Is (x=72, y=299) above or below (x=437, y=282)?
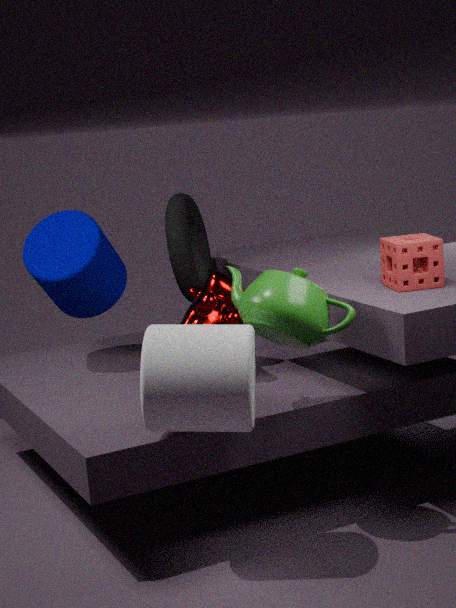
below
